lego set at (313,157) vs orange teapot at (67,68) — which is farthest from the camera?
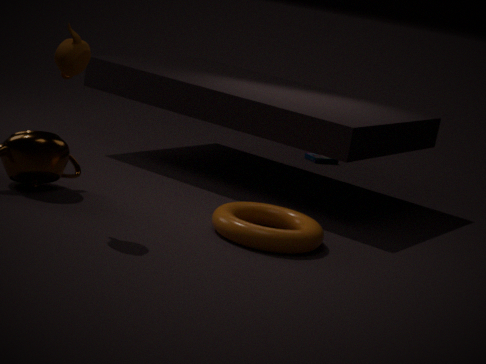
lego set at (313,157)
